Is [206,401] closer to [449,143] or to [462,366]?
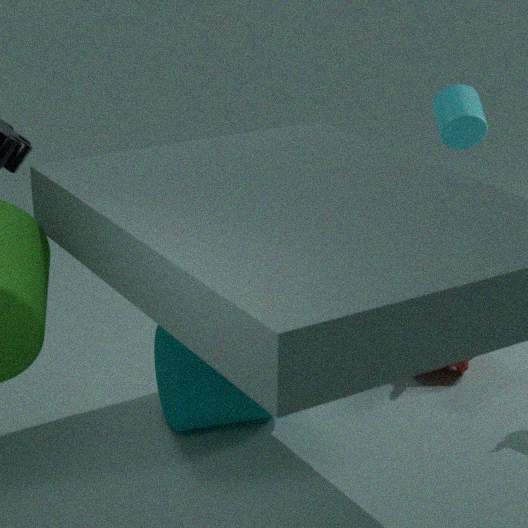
[462,366]
